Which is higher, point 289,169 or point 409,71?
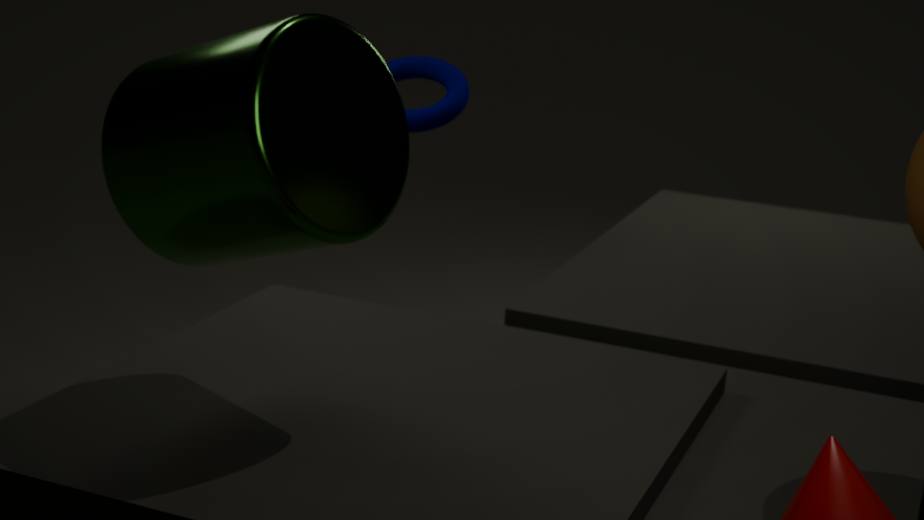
point 289,169
